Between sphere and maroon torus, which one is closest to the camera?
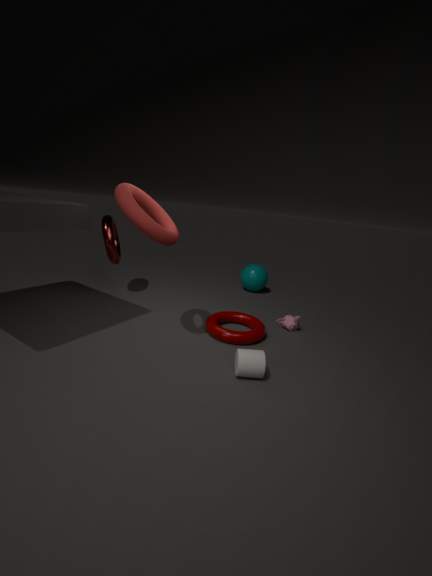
maroon torus
